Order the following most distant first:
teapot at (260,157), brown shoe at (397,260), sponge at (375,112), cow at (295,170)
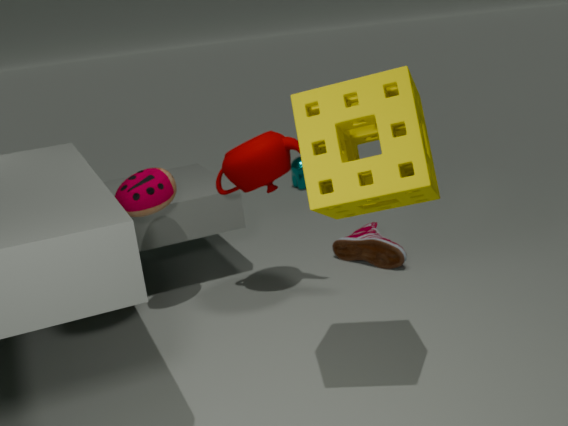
cow at (295,170) < brown shoe at (397,260) < teapot at (260,157) < sponge at (375,112)
